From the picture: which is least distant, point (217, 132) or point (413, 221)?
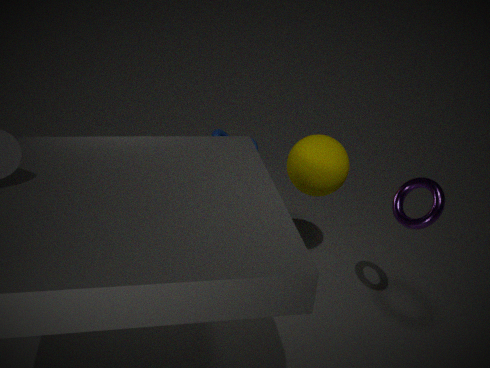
point (413, 221)
